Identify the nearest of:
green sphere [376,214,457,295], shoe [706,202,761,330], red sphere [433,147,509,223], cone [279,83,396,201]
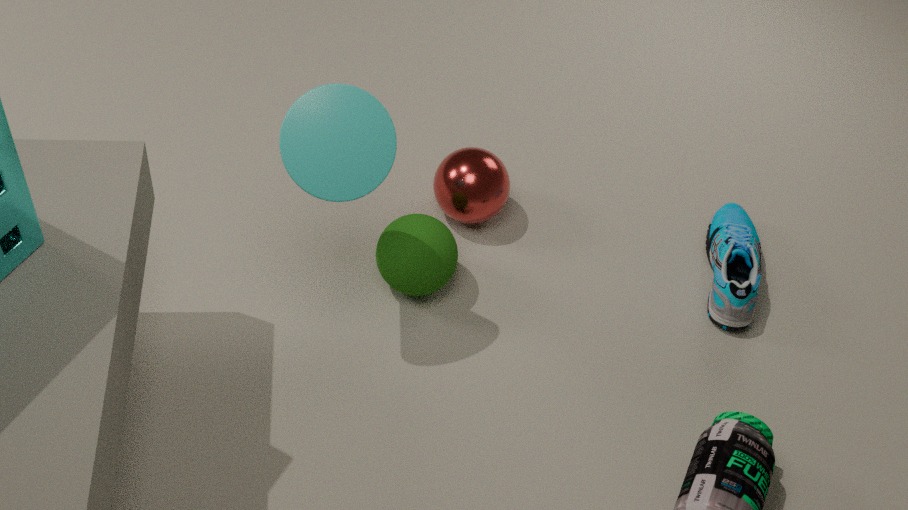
cone [279,83,396,201]
